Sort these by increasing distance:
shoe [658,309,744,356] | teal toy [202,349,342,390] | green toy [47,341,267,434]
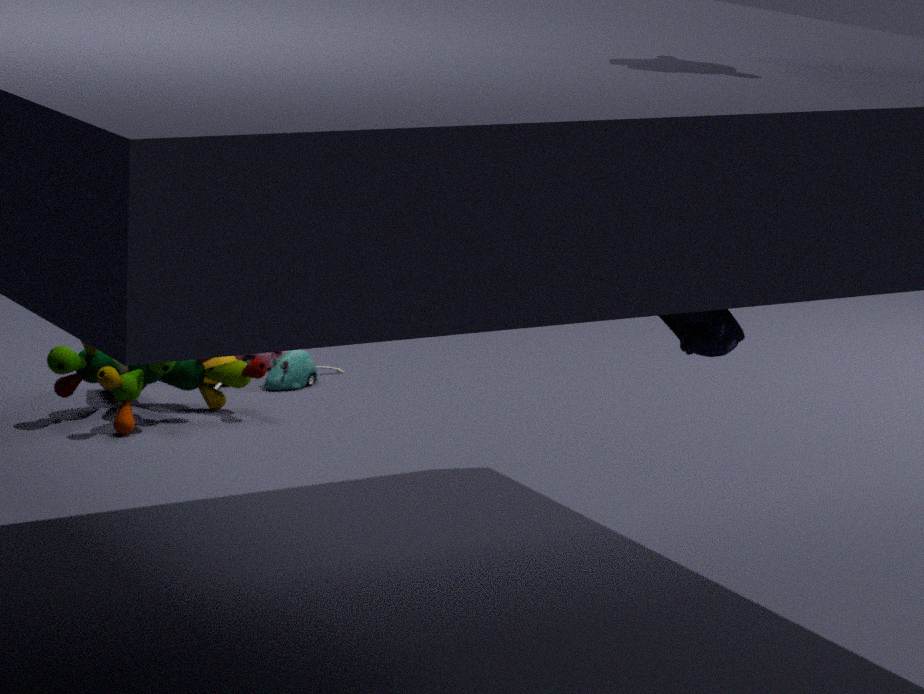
shoe [658,309,744,356]
green toy [47,341,267,434]
teal toy [202,349,342,390]
